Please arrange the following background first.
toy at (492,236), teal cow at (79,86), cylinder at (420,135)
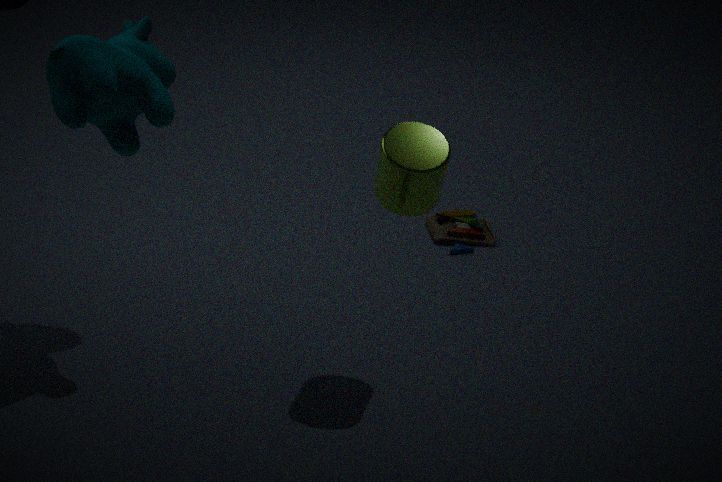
toy at (492,236)
cylinder at (420,135)
teal cow at (79,86)
